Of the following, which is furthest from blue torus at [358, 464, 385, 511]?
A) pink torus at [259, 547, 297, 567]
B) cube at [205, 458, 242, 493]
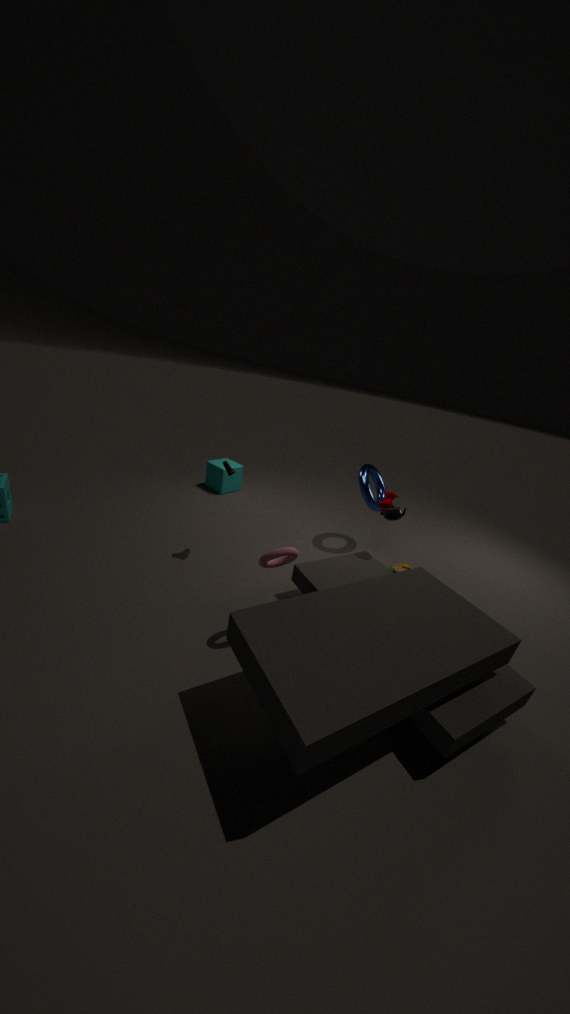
cube at [205, 458, 242, 493]
